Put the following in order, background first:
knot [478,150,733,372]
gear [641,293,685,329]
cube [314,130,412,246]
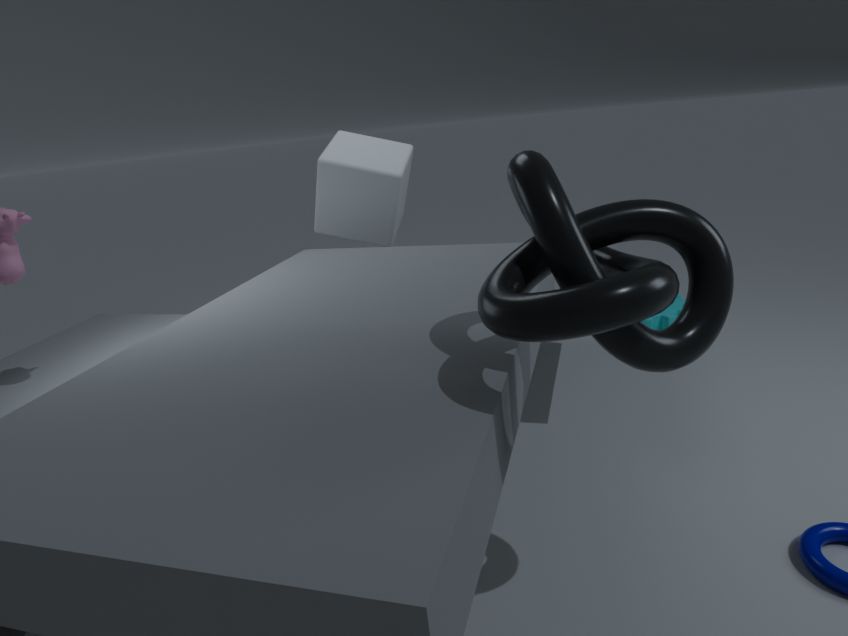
1. gear [641,293,685,329]
2. cube [314,130,412,246]
3. knot [478,150,733,372]
